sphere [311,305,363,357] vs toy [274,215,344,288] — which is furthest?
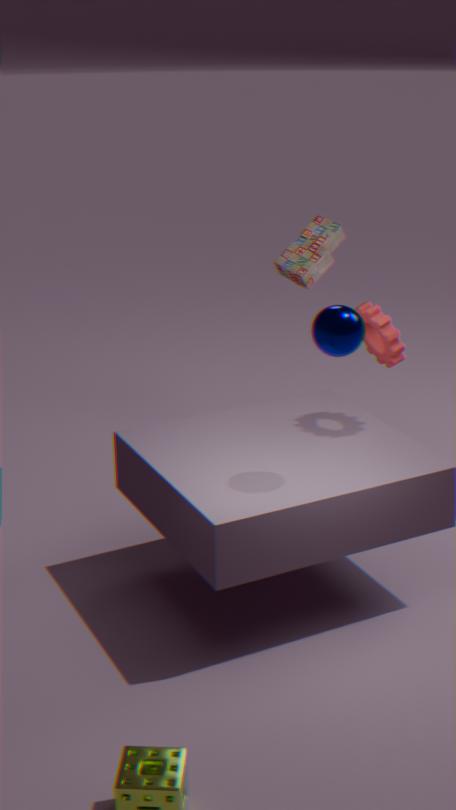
toy [274,215,344,288]
